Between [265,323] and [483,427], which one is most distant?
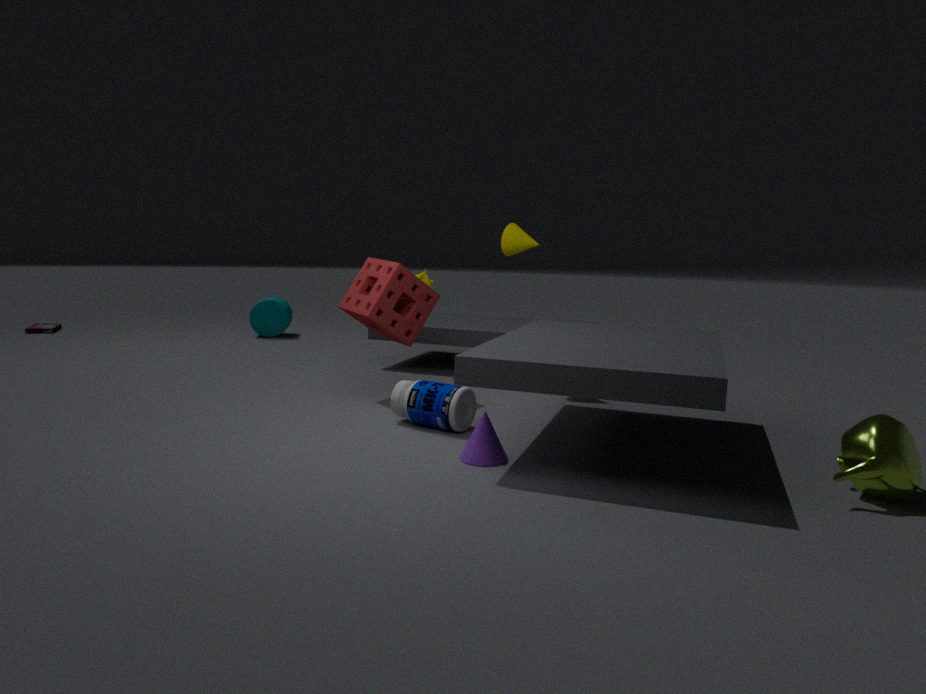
[265,323]
